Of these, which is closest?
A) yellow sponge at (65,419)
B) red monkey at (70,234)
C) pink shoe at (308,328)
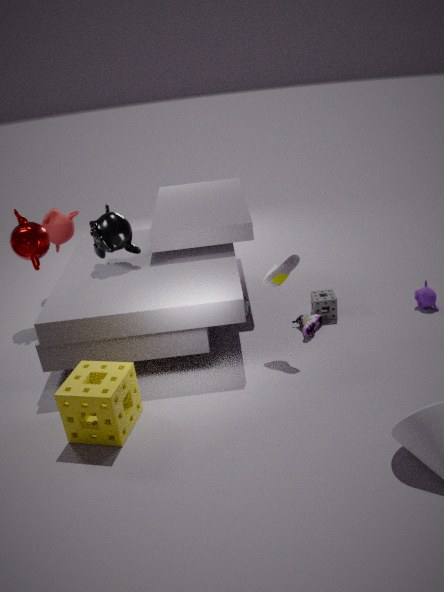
yellow sponge at (65,419)
